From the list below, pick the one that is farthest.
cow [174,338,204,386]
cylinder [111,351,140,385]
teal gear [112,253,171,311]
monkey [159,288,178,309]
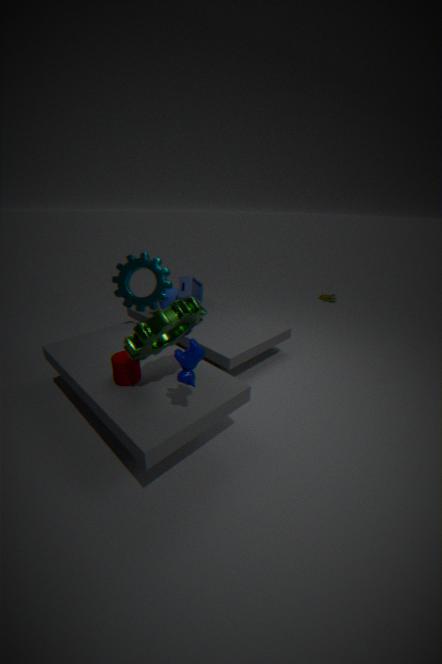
monkey [159,288,178,309]
